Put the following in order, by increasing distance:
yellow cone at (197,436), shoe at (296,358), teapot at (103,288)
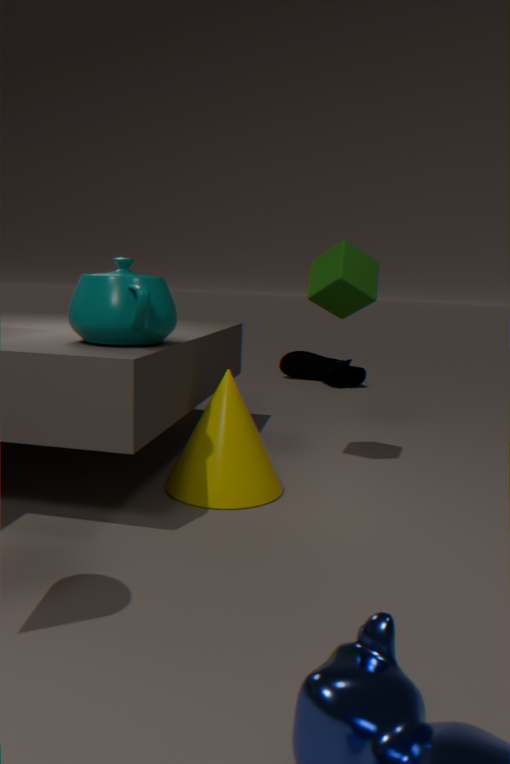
teapot at (103,288) < yellow cone at (197,436) < shoe at (296,358)
